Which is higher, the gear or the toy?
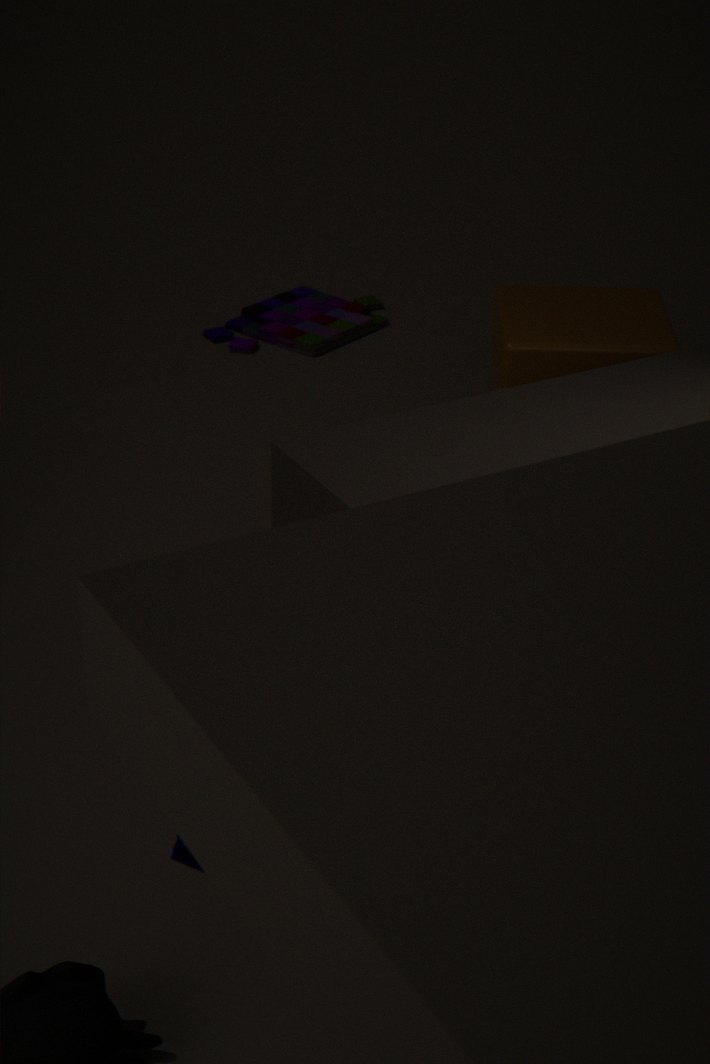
the gear
